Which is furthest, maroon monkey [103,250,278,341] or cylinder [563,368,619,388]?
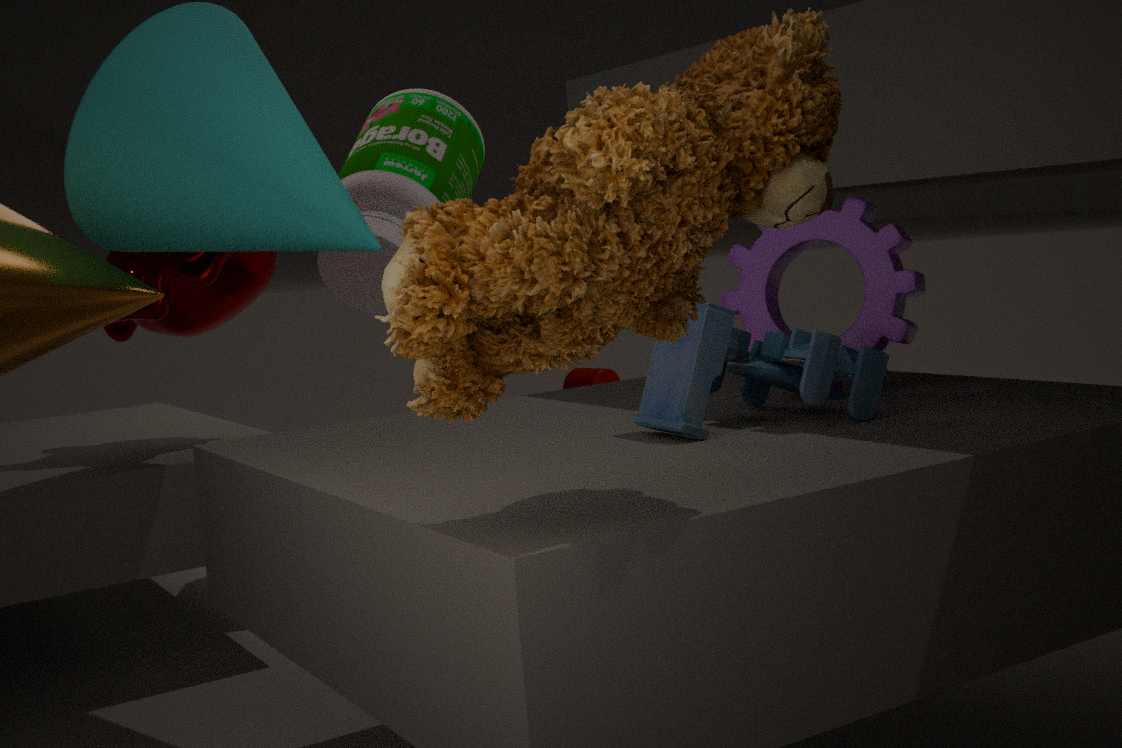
cylinder [563,368,619,388]
